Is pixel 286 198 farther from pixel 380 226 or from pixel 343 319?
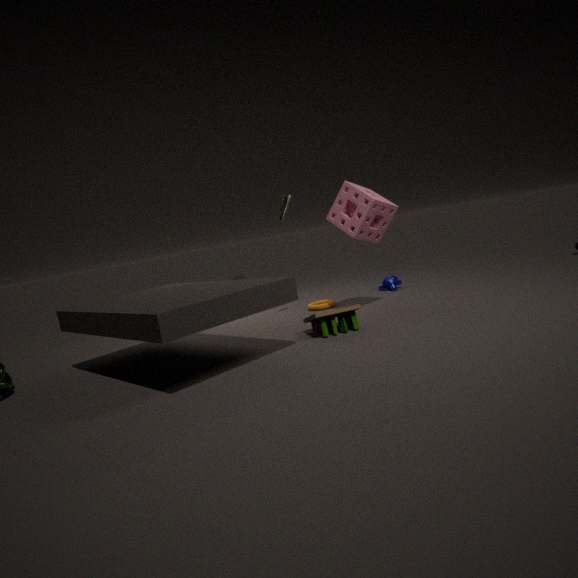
pixel 343 319
